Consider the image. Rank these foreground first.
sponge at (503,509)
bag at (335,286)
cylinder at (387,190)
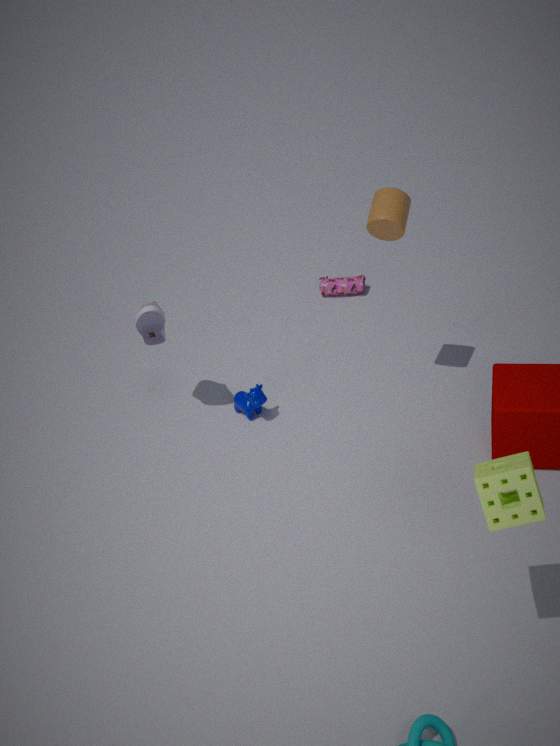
sponge at (503,509) < cylinder at (387,190) < bag at (335,286)
